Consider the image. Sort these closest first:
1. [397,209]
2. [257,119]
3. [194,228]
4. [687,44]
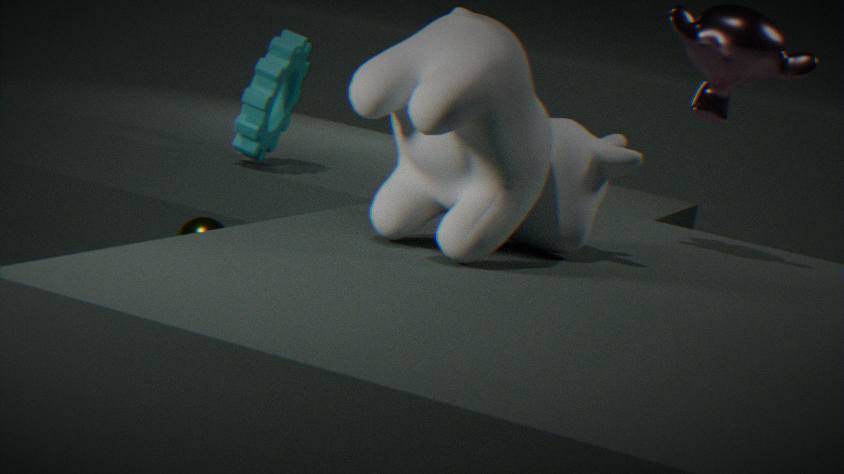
1. [397,209]
2. [687,44]
3. [257,119]
4. [194,228]
